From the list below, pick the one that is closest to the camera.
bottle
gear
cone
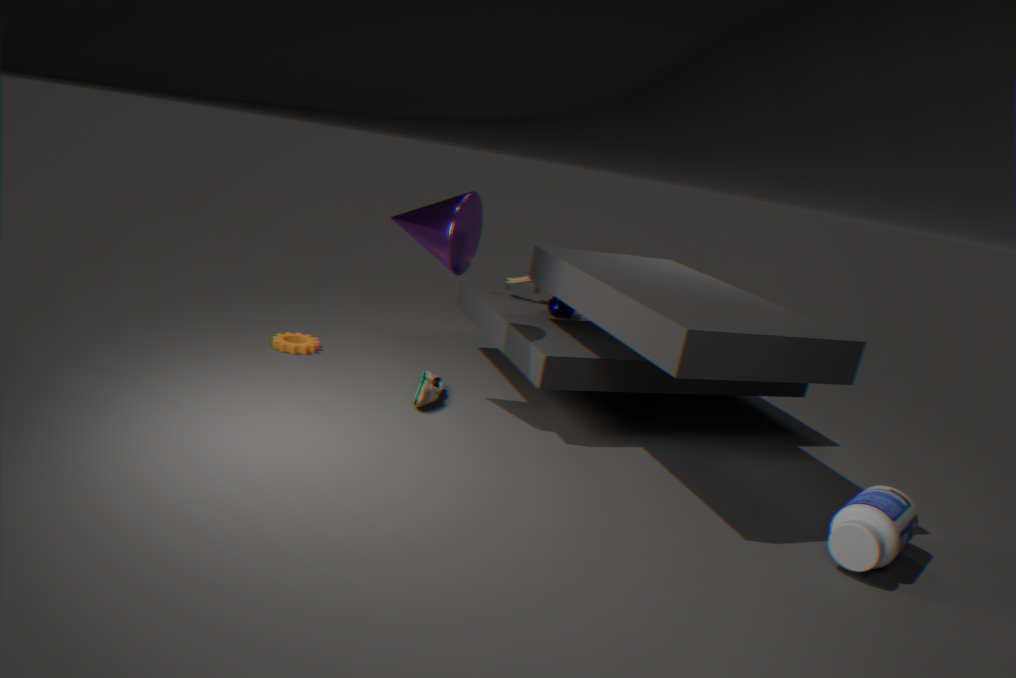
bottle
